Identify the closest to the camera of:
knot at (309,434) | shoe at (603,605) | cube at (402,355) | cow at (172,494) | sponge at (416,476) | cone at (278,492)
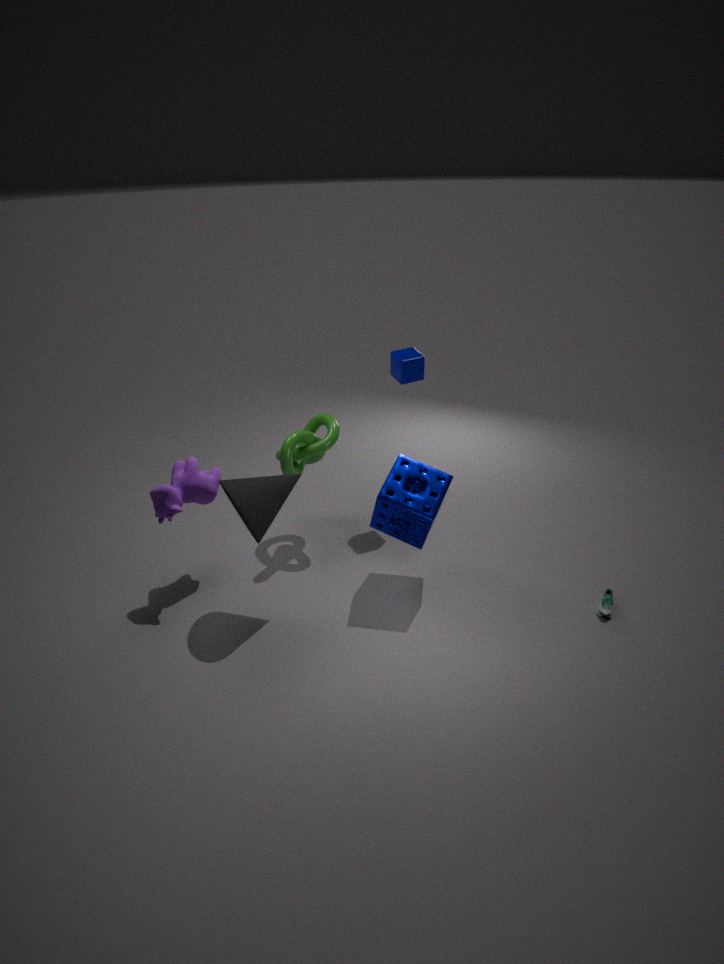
cone at (278,492)
